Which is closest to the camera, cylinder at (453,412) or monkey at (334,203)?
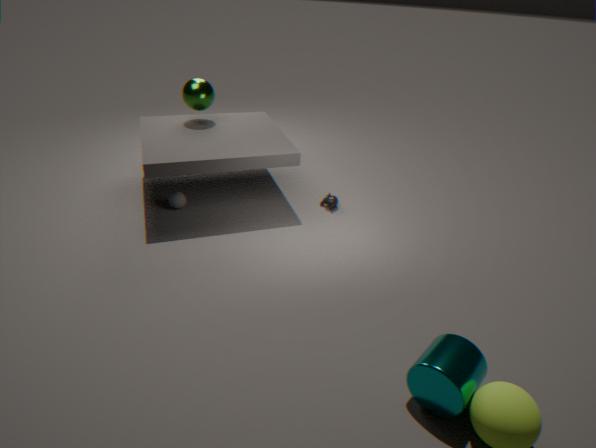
cylinder at (453,412)
